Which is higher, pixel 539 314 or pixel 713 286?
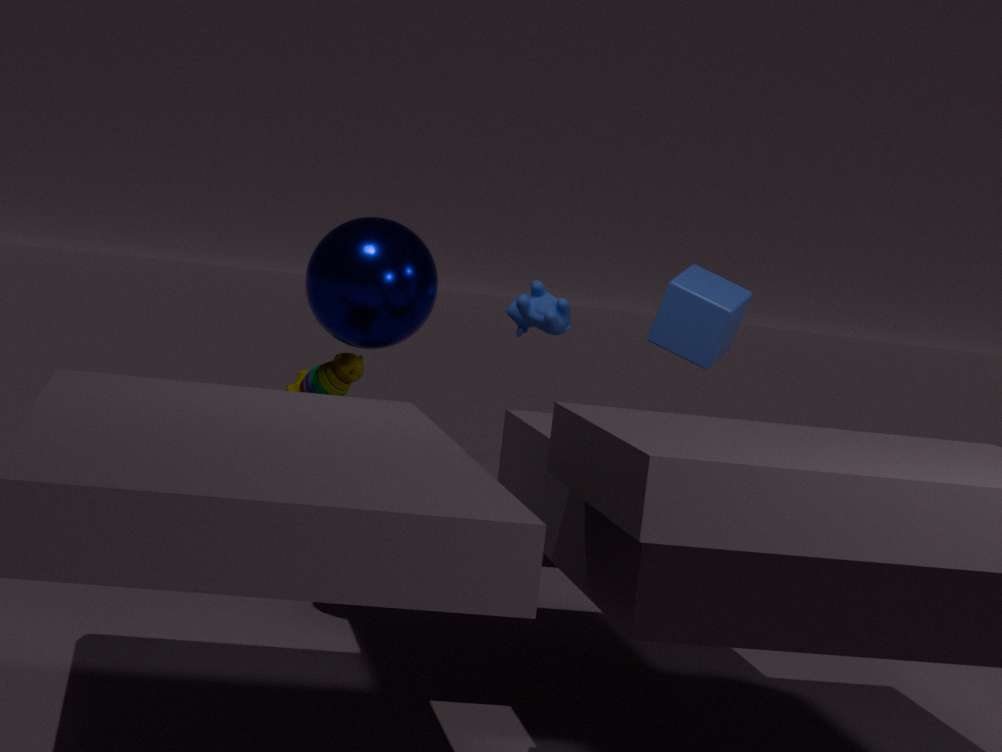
pixel 713 286
